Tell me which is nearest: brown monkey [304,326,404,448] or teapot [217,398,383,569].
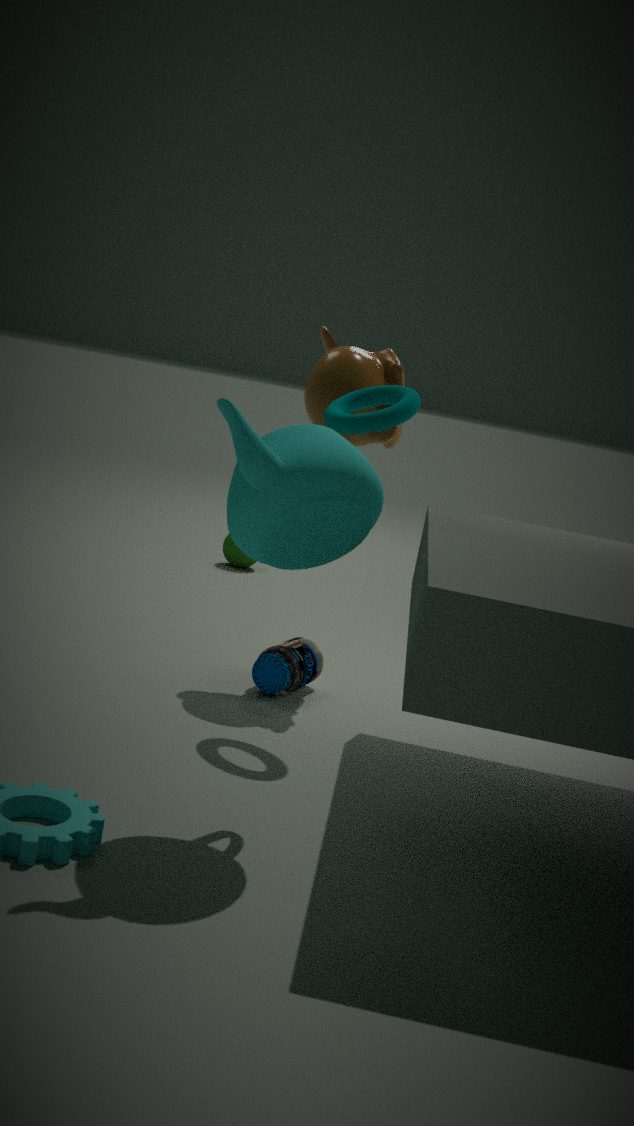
teapot [217,398,383,569]
